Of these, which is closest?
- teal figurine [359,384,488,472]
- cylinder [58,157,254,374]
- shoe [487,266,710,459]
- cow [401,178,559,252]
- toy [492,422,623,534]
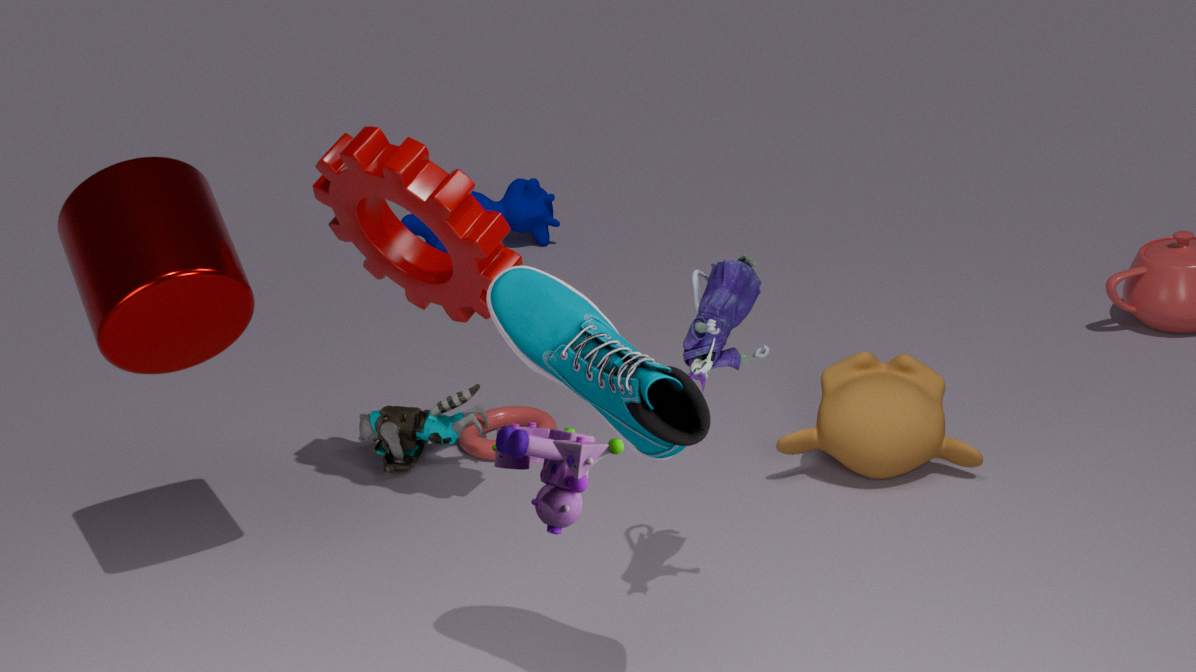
toy [492,422,623,534]
